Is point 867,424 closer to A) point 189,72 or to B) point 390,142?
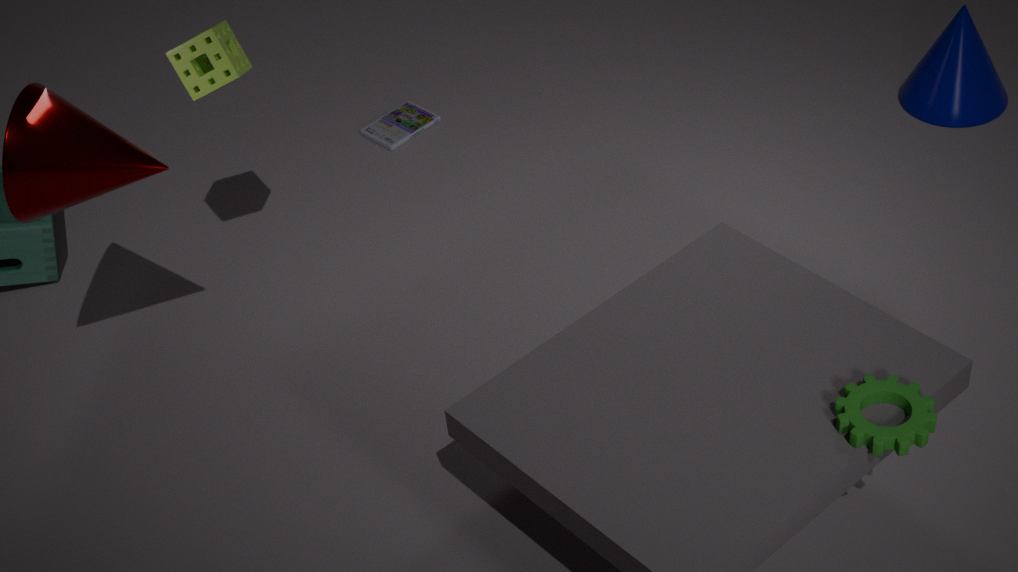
A) point 189,72
